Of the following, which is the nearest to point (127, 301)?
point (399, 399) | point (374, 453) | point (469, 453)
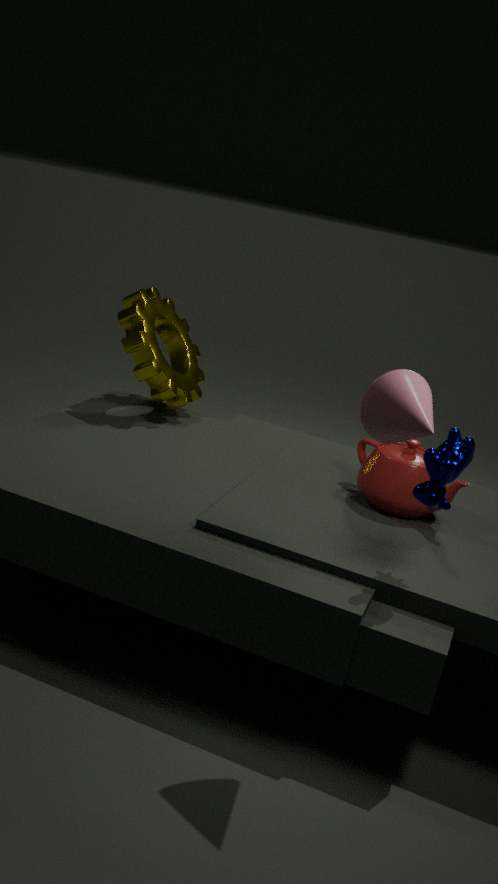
point (374, 453)
